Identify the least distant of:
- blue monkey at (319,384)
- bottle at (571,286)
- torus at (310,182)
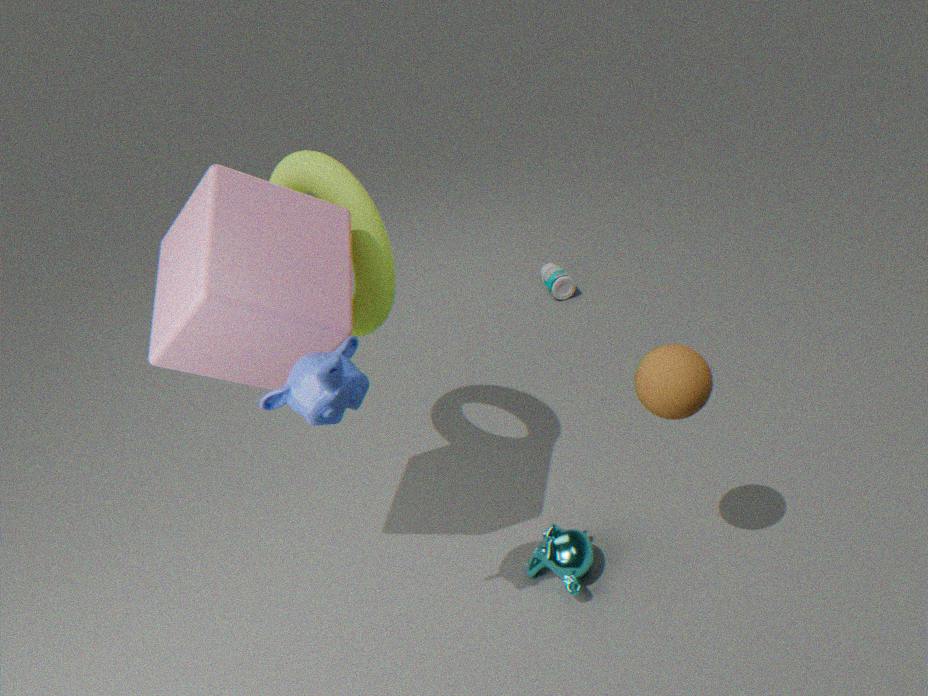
blue monkey at (319,384)
